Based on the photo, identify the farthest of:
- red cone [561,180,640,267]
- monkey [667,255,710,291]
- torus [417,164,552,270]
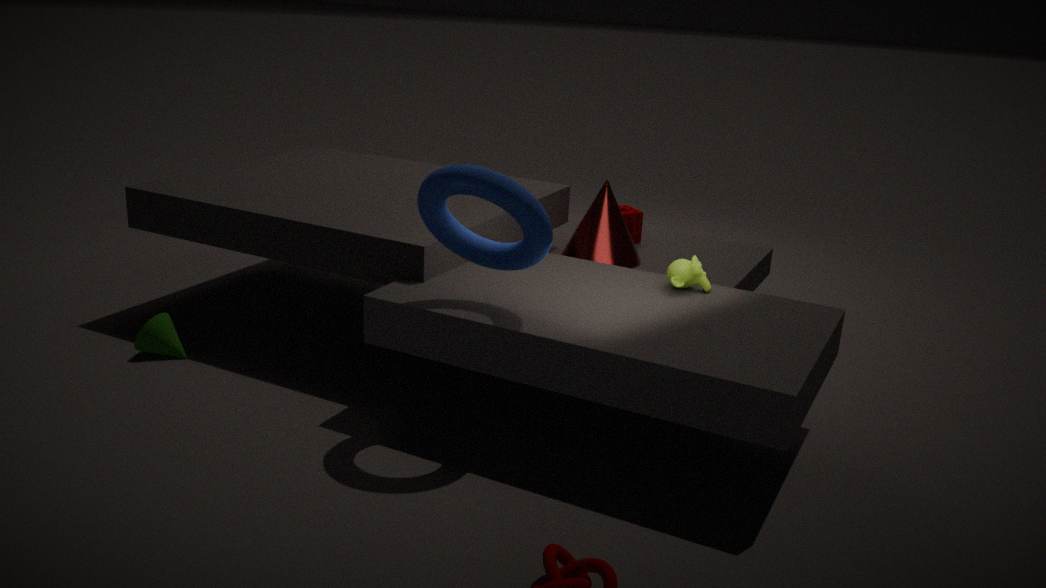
red cone [561,180,640,267]
